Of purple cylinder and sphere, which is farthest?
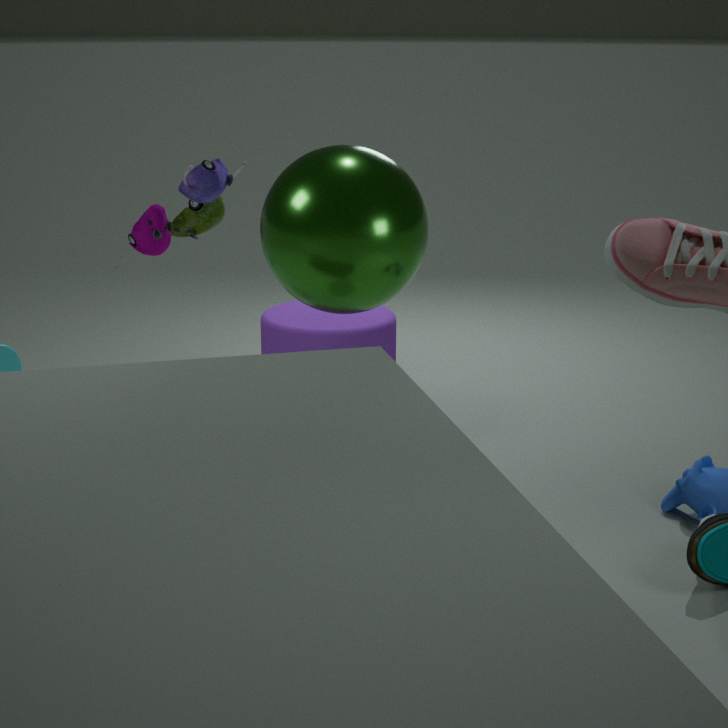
purple cylinder
